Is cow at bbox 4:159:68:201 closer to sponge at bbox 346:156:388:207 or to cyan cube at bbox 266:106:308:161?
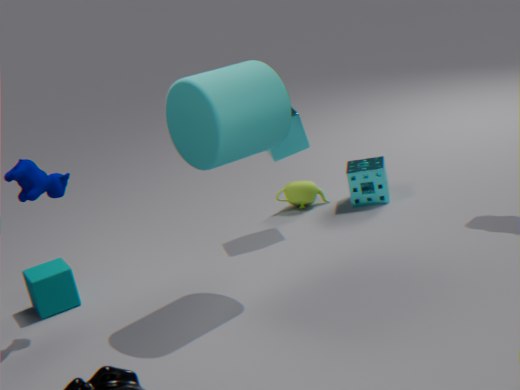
cyan cube at bbox 266:106:308:161
